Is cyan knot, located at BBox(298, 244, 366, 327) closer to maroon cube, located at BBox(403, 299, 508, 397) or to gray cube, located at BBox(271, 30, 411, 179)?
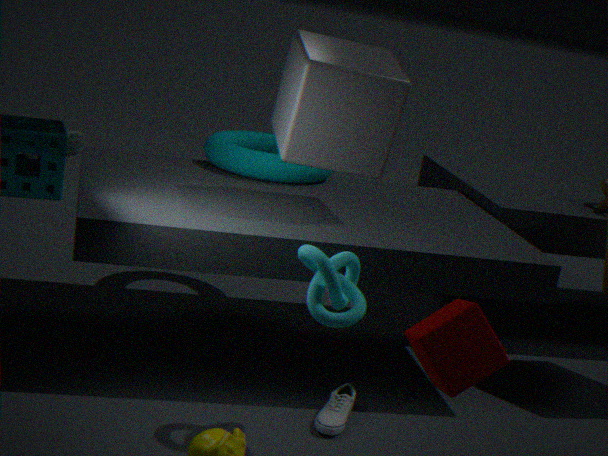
maroon cube, located at BBox(403, 299, 508, 397)
